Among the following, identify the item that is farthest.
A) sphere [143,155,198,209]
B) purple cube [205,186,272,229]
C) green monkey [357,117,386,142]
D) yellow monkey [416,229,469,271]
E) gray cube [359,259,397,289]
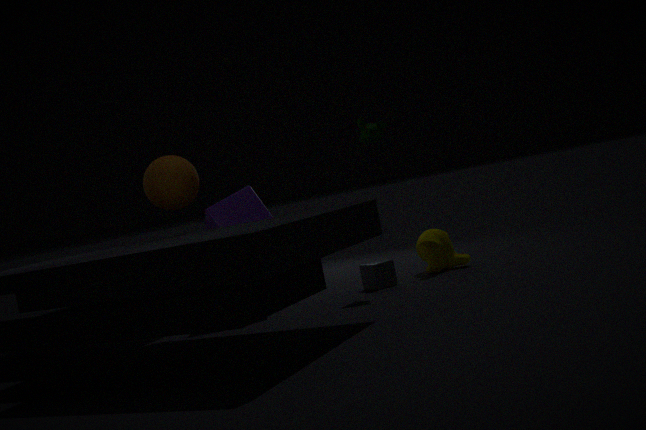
yellow monkey [416,229,469,271]
